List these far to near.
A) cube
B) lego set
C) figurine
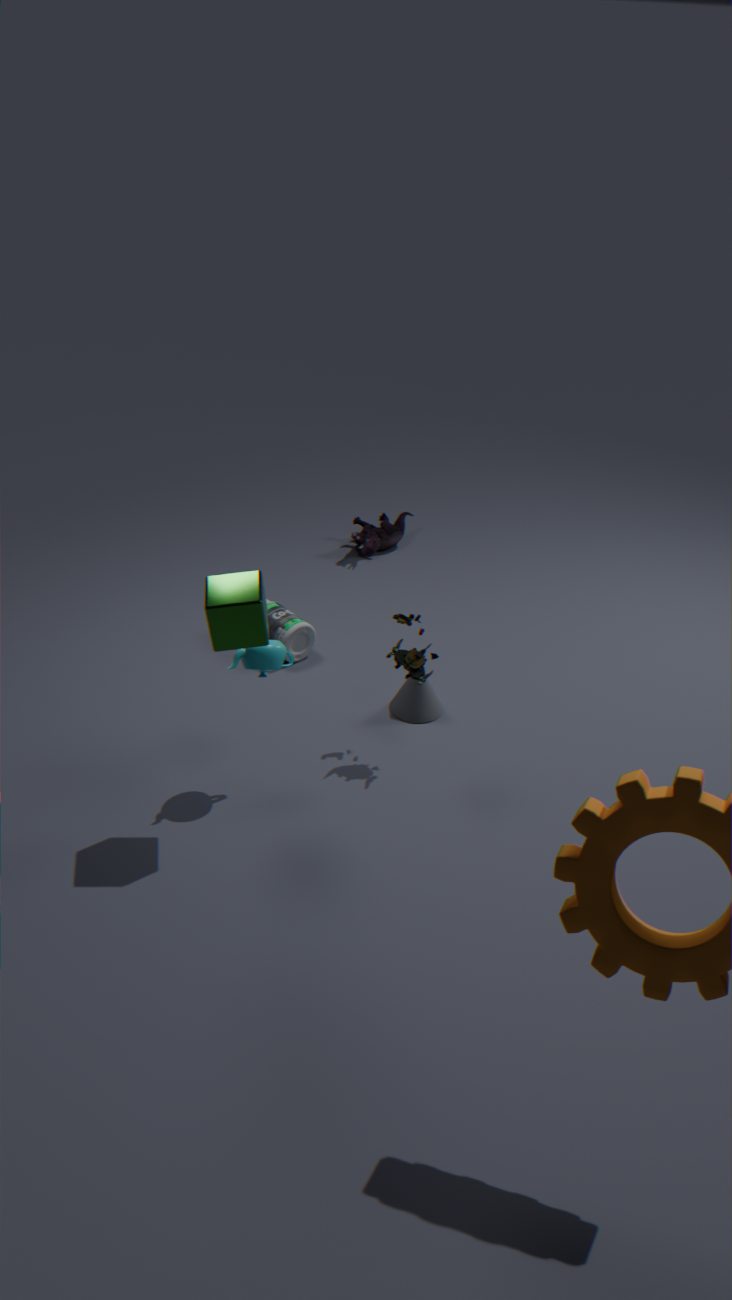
1. figurine
2. lego set
3. cube
